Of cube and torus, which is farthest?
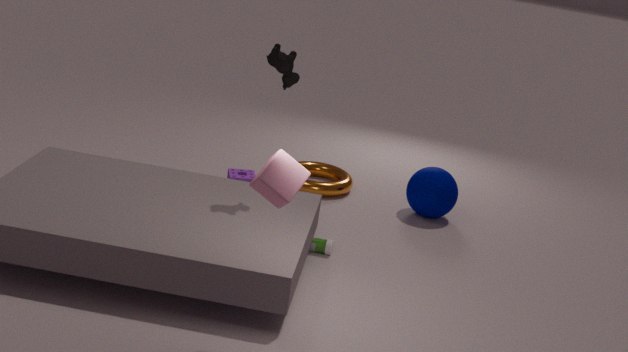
torus
